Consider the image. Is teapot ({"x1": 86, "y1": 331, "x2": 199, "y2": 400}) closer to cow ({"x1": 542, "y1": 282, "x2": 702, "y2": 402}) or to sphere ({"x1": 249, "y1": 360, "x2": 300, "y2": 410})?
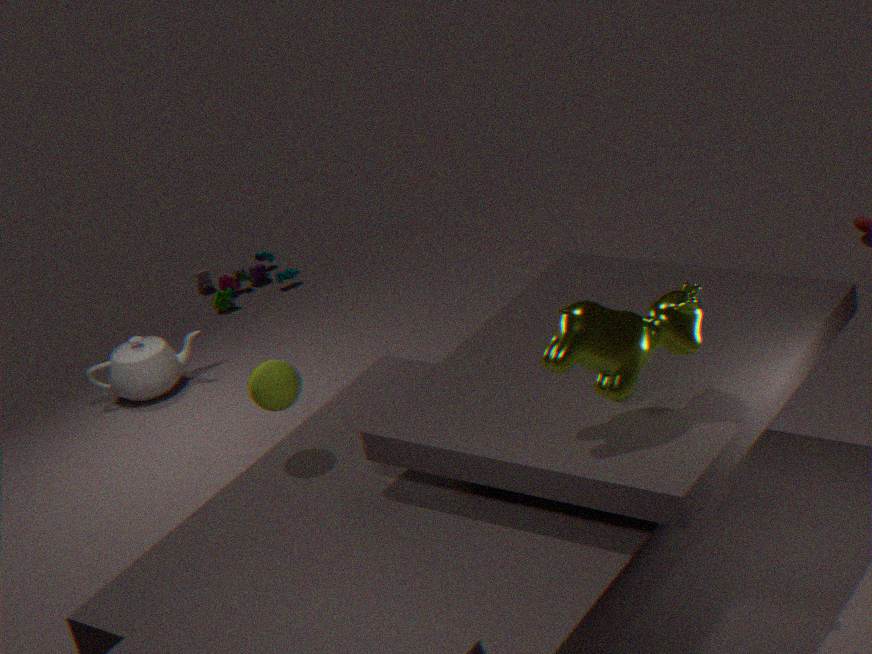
sphere ({"x1": 249, "y1": 360, "x2": 300, "y2": 410})
